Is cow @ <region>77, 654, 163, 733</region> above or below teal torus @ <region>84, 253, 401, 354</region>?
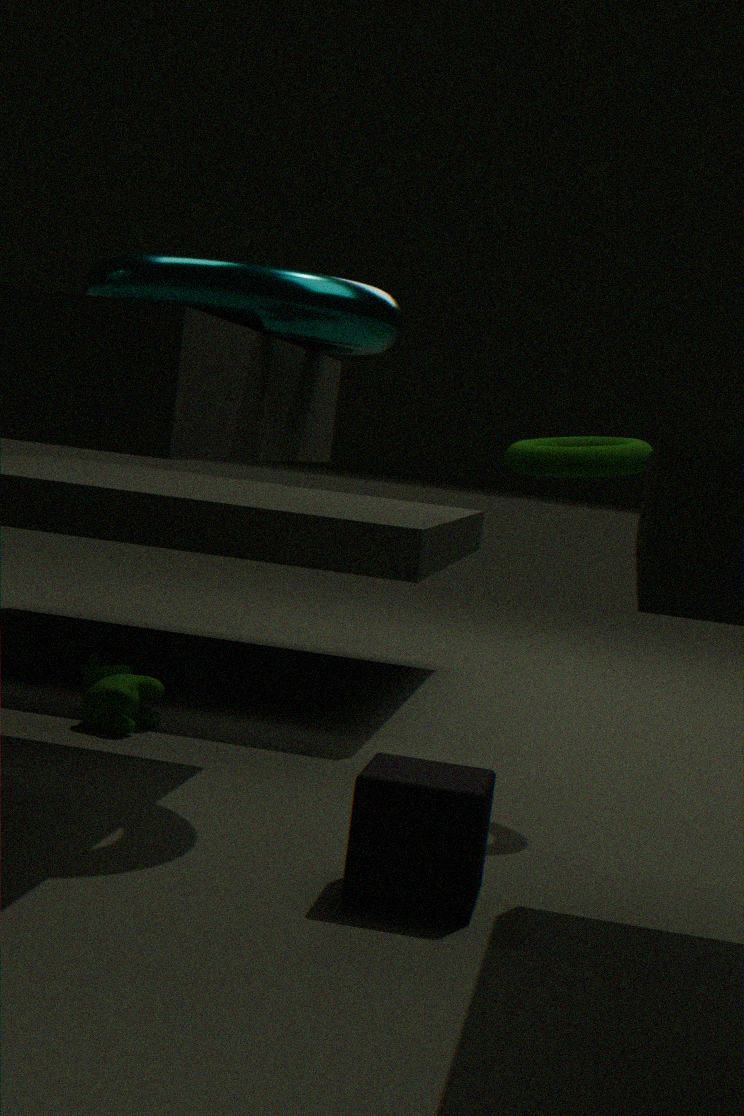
below
